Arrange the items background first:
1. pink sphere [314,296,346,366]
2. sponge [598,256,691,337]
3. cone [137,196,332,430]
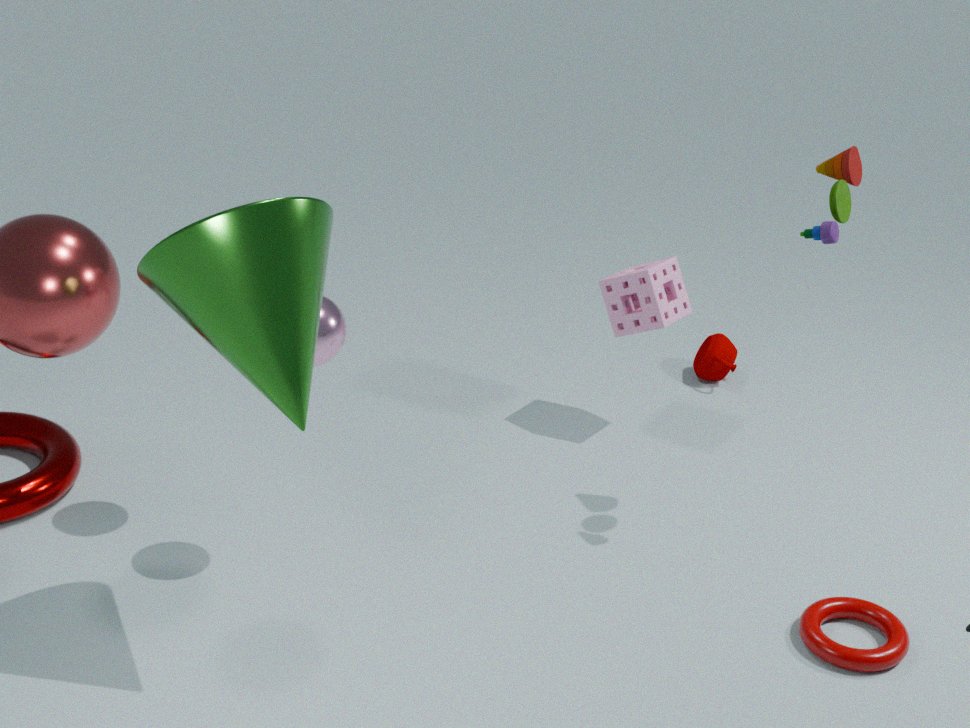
1. sponge [598,256,691,337]
2. pink sphere [314,296,346,366]
3. cone [137,196,332,430]
